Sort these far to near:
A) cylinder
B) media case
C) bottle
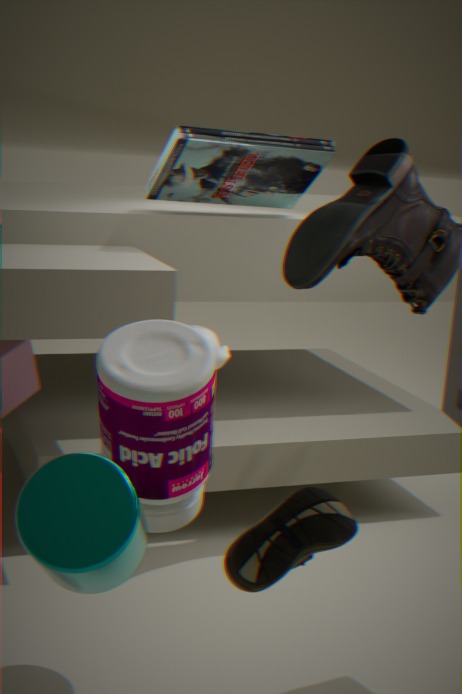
1. media case
2. bottle
3. cylinder
